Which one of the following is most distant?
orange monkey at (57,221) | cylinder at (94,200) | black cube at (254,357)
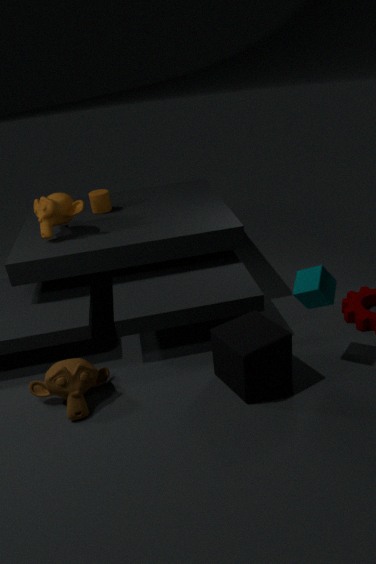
cylinder at (94,200)
